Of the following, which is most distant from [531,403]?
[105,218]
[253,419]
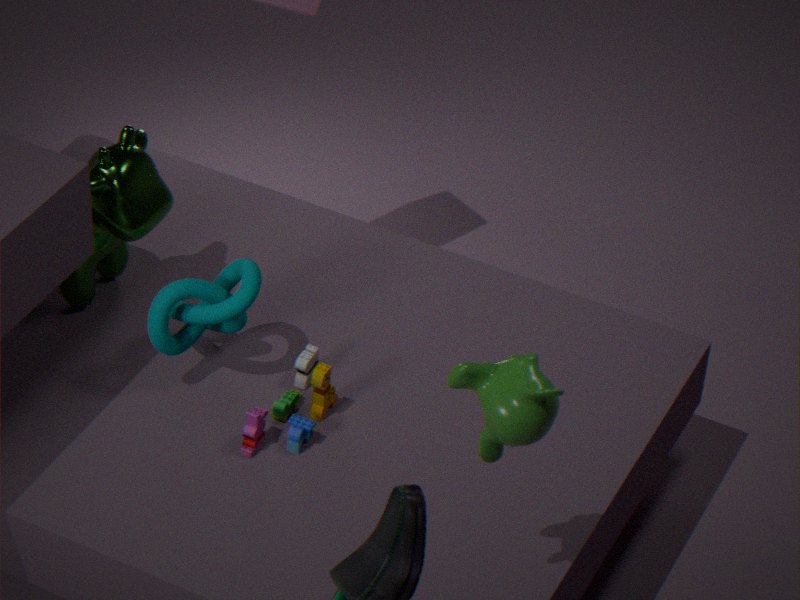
[105,218]
